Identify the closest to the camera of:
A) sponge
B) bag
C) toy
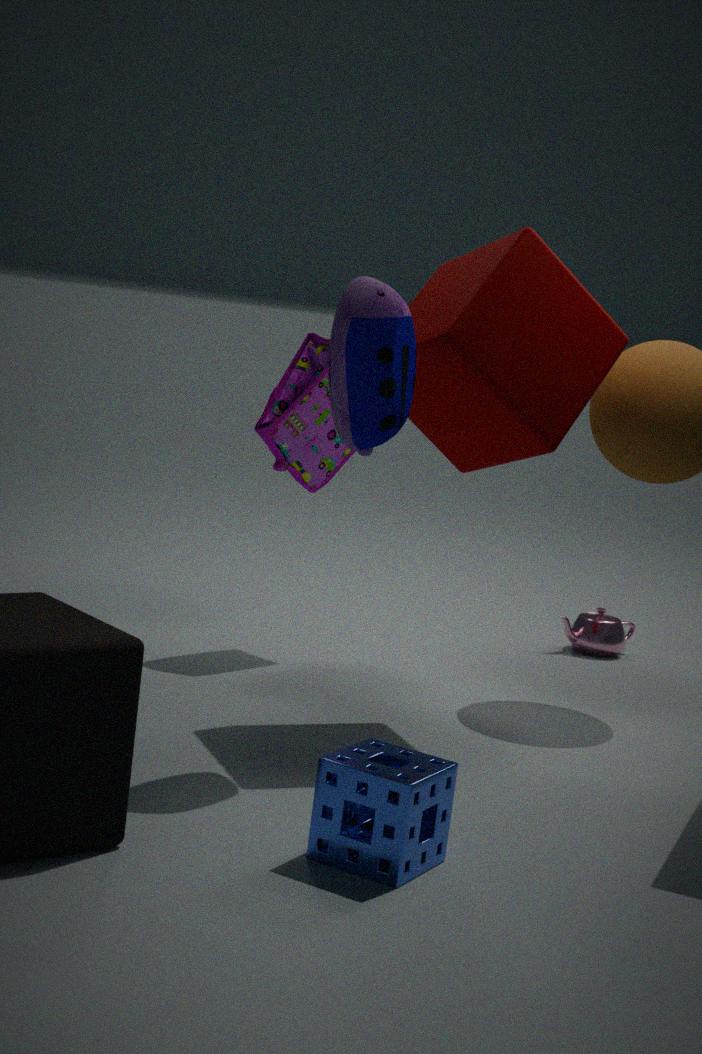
sponge
